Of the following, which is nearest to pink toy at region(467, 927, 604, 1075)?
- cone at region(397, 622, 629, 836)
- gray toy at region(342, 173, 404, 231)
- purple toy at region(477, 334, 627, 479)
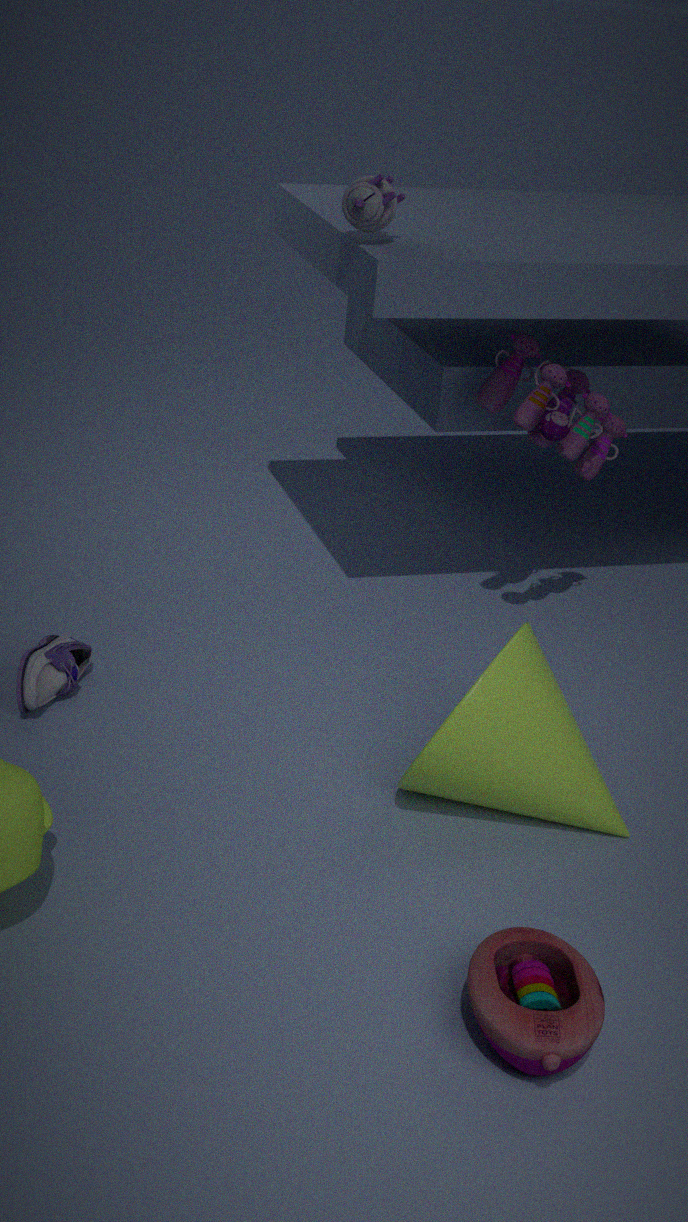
cone at region(397, 622, 629, 836)
